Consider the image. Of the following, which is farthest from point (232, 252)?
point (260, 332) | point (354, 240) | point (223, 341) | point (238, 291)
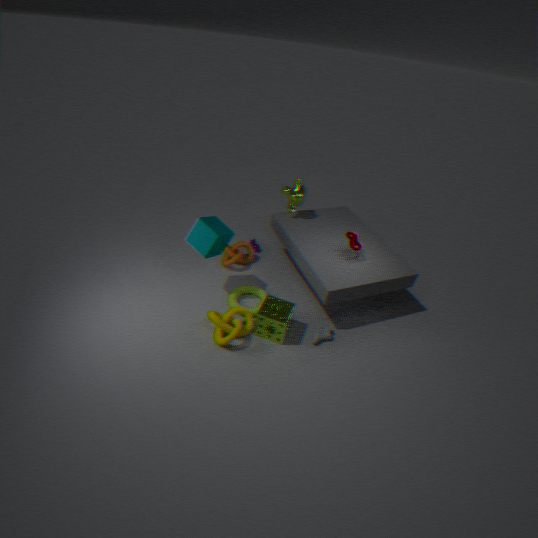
point (354, 240)
